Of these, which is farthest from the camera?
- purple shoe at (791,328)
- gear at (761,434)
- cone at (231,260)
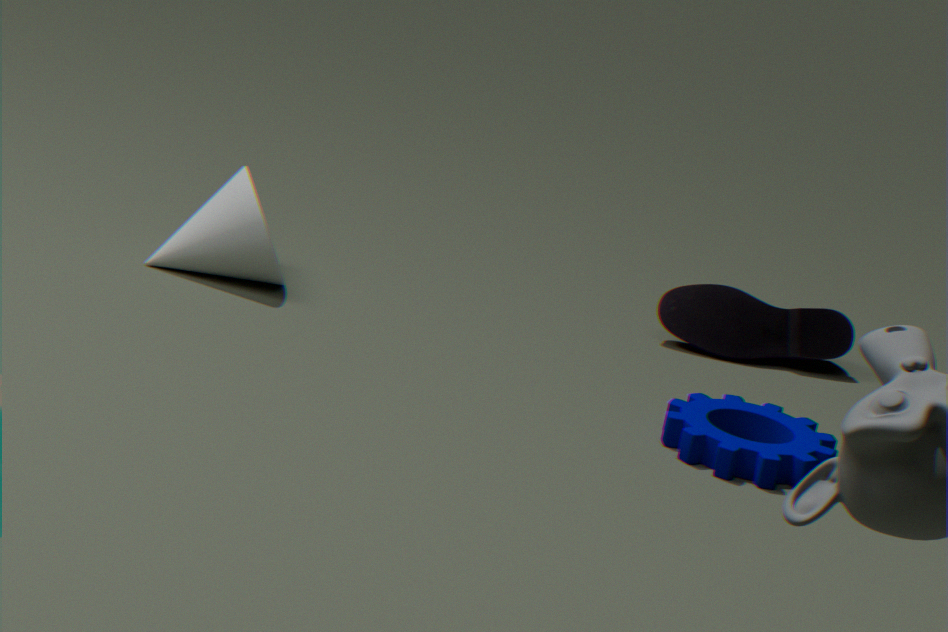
purple shoe at (791,328)
